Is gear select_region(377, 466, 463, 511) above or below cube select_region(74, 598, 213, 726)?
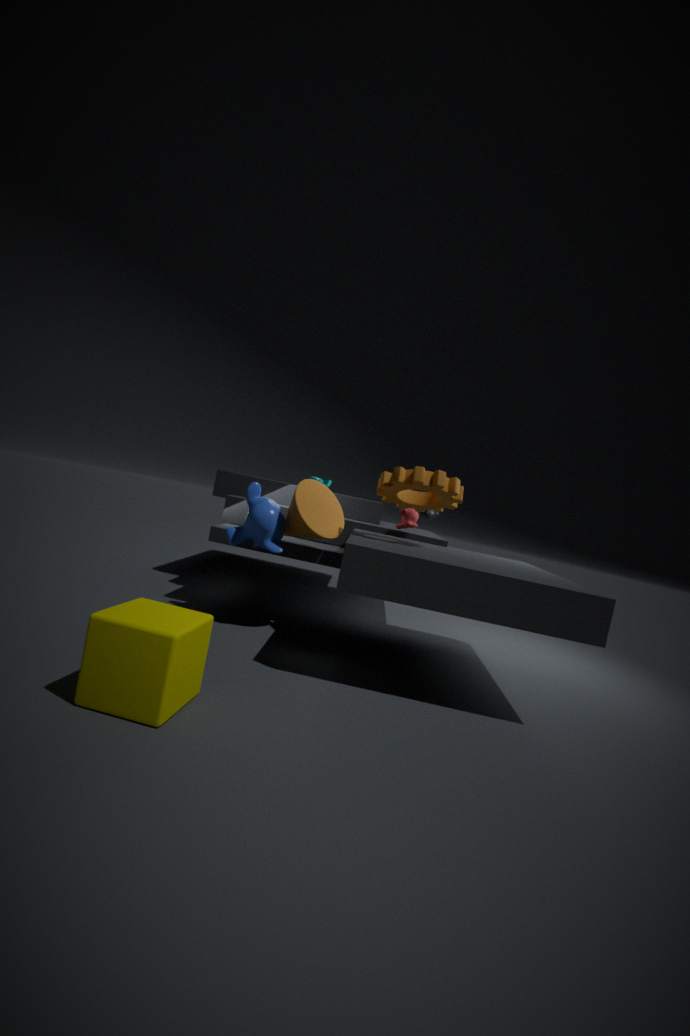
above
